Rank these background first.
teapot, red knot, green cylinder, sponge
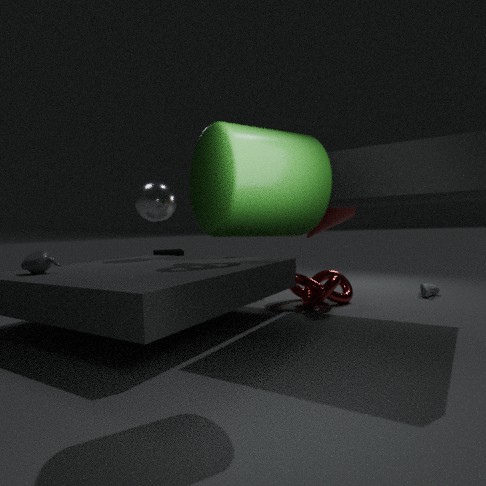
1. sponge
2. red knot
3. teapot
4. green cylinder
